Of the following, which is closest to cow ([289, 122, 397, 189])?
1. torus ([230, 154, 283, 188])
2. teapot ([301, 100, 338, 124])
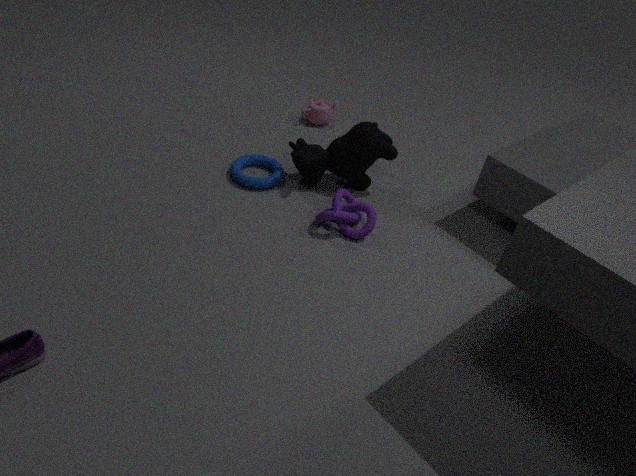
torus ([230, 154, 283, 188])
